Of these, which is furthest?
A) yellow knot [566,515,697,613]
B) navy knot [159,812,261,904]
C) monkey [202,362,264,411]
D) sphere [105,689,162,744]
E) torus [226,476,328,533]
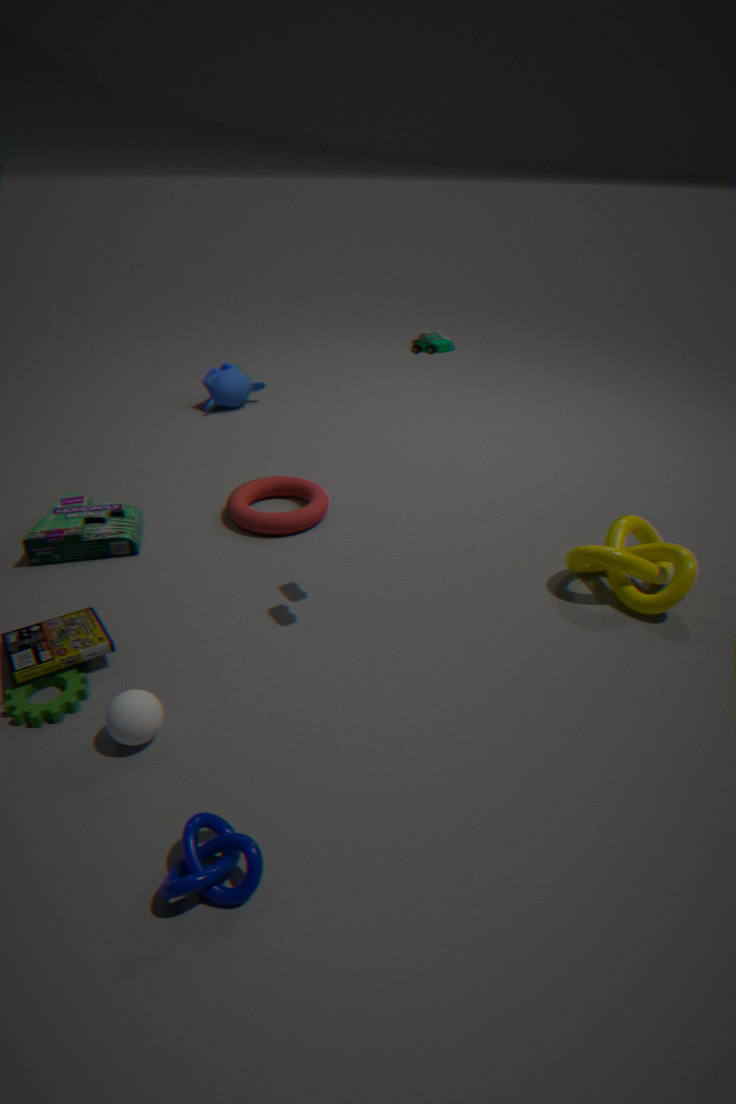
monkey [202,362,264,411]
